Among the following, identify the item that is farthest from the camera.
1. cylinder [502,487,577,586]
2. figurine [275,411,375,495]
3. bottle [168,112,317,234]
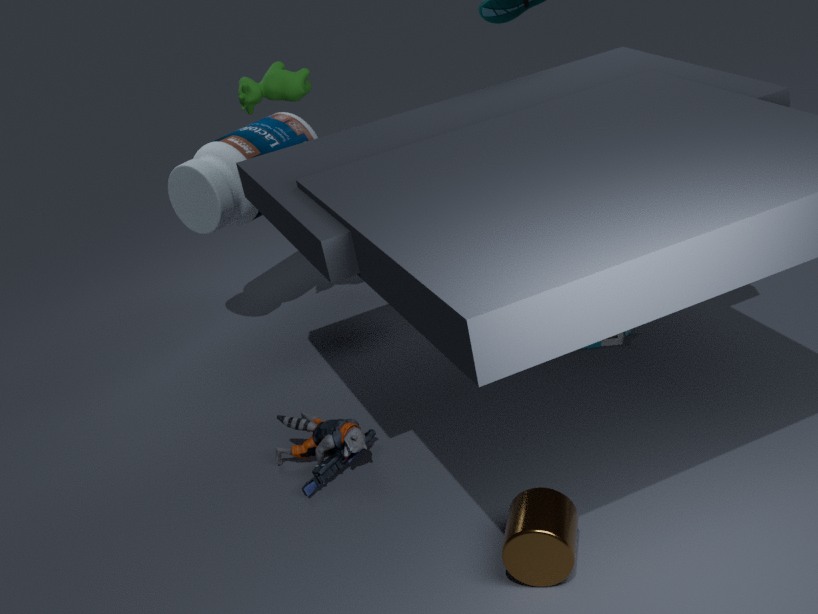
bottle [168,112,317,234]
